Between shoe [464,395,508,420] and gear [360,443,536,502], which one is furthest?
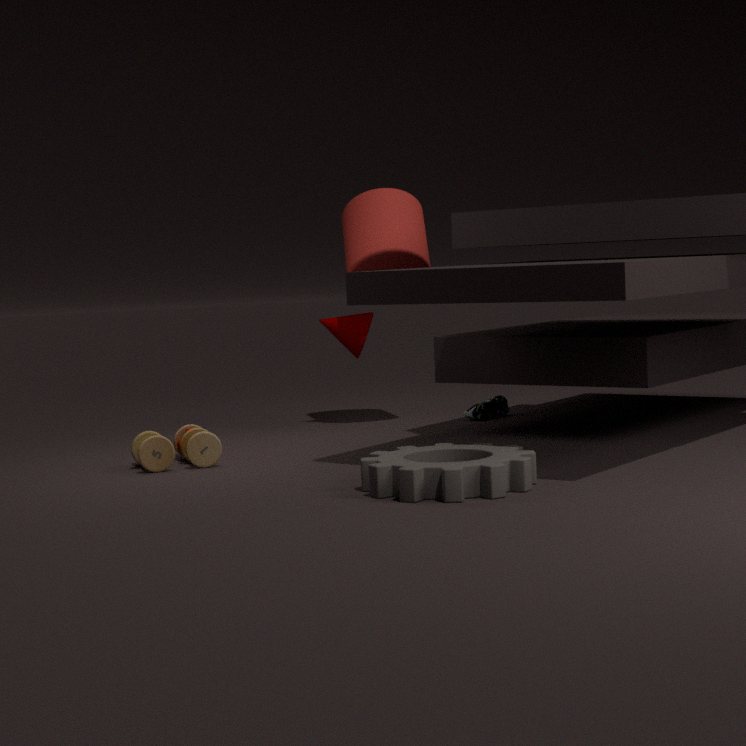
shoe [464,395,508,420]
